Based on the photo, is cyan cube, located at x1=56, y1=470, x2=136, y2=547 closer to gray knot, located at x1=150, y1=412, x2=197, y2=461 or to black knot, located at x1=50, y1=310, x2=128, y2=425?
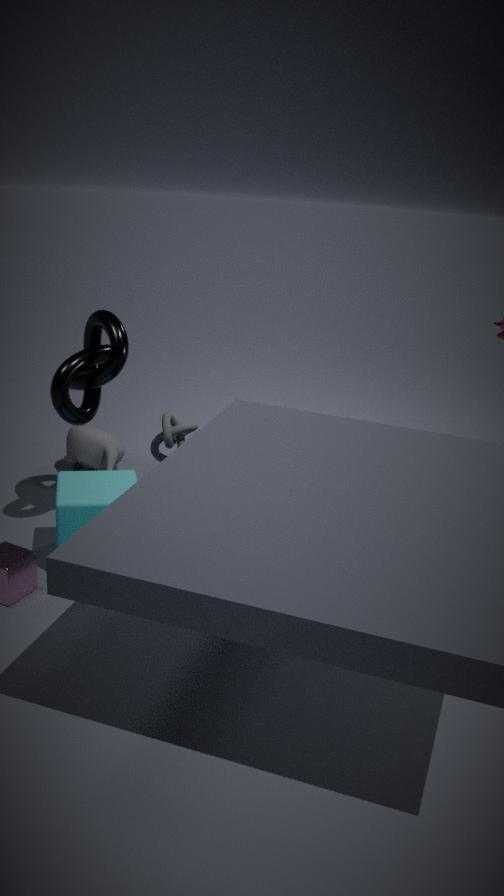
black knot, located at x1=50, y1=310, x2=128, y2=425
